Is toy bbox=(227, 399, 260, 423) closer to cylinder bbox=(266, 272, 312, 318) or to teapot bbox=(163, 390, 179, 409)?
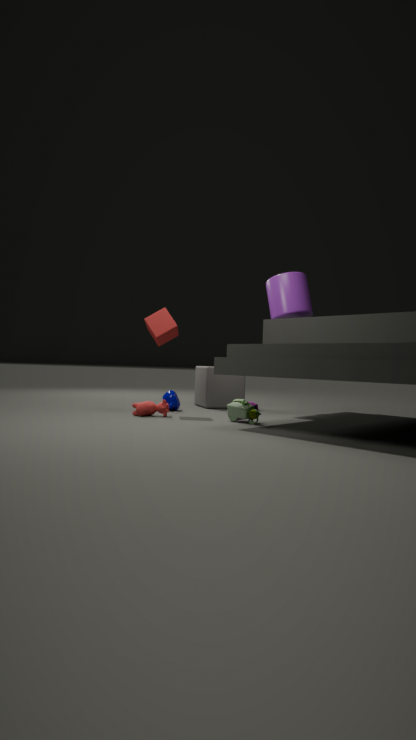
teapot bbox=(163, 390, 179, 409)
